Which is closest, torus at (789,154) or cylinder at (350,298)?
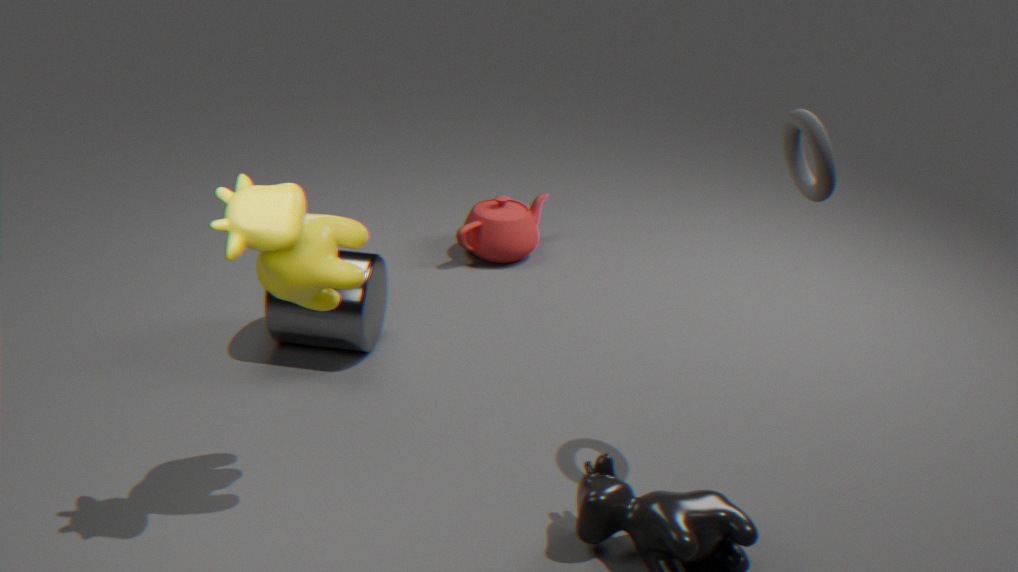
torus at (789,154)
